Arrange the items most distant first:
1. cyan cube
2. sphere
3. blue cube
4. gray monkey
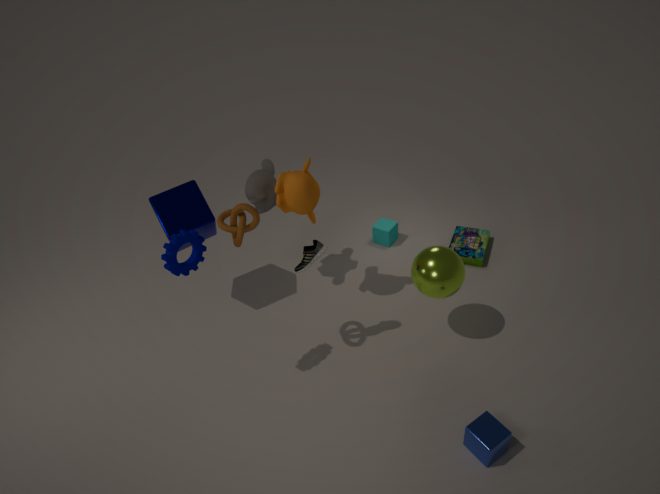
cyan cube, gray monkey, sphere, blue cube
